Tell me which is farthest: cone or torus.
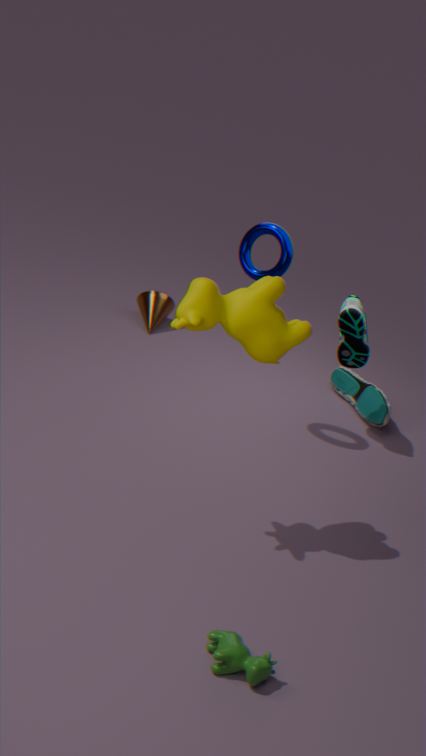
cone
